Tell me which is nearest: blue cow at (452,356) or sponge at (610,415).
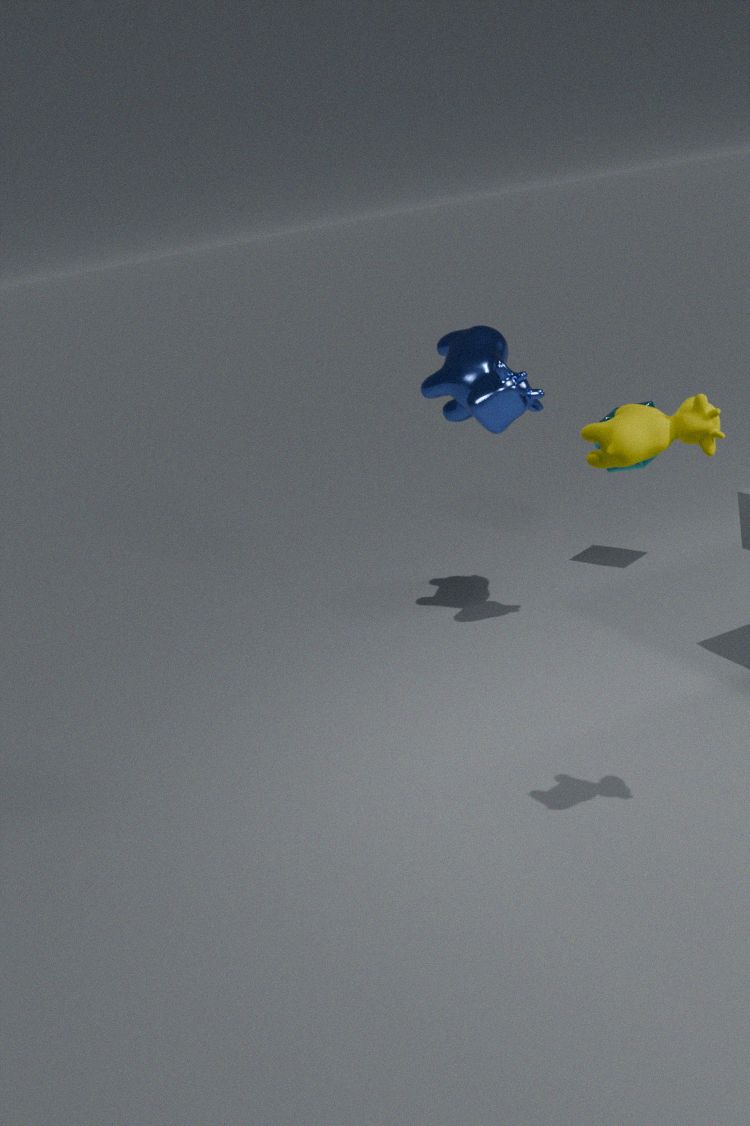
blue cow at (452,356)
